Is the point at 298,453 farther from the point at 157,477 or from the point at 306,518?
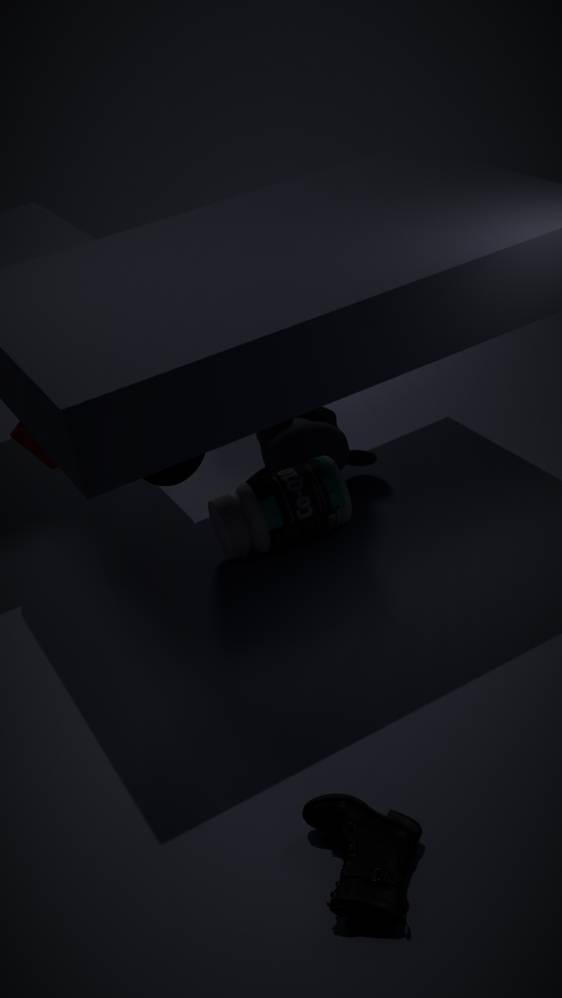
the point at 157,477
